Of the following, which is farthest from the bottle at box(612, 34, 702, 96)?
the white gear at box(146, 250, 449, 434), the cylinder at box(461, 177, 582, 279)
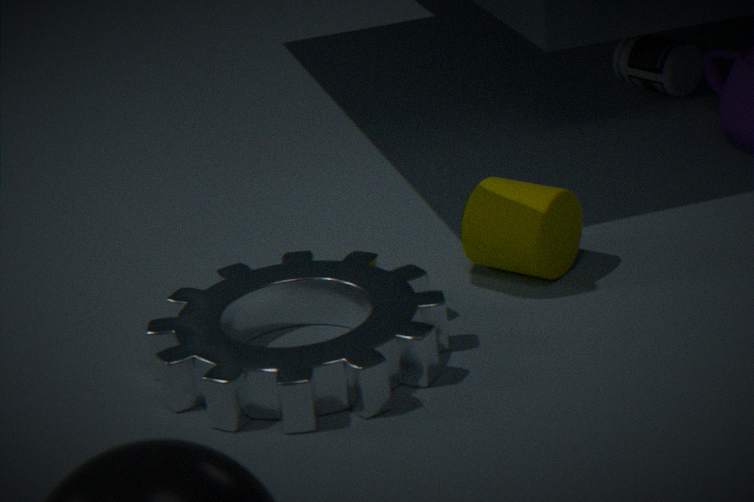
the white gear at box(146, 250, 449, 434)
